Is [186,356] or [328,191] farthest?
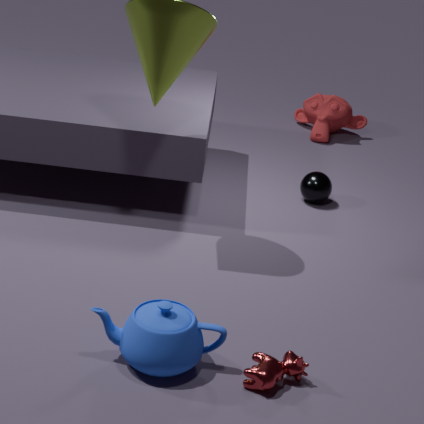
[328,191]
